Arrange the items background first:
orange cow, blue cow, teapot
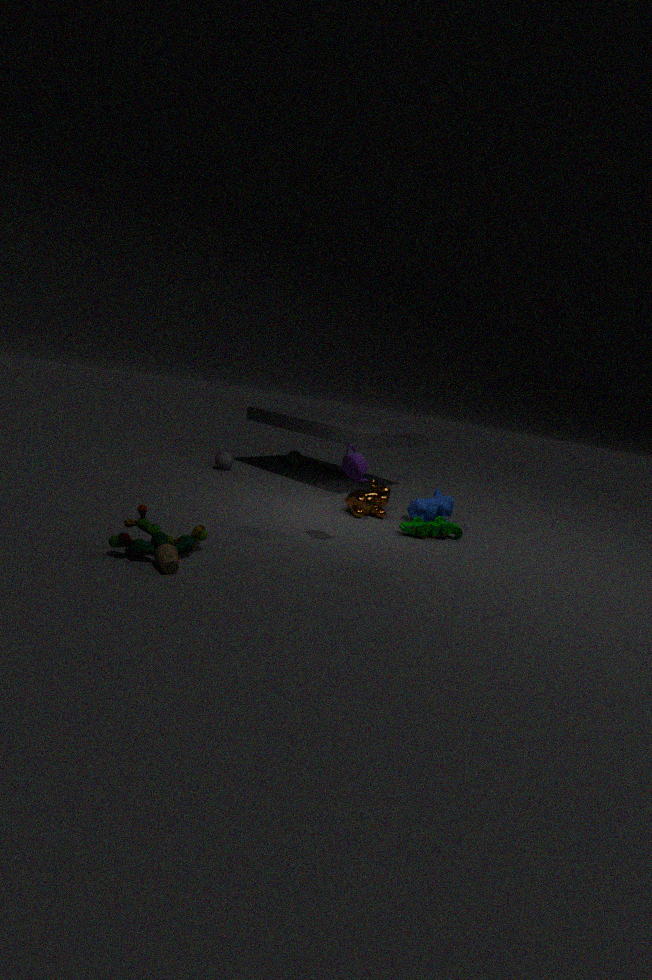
blue cow, orange cow, teapot
